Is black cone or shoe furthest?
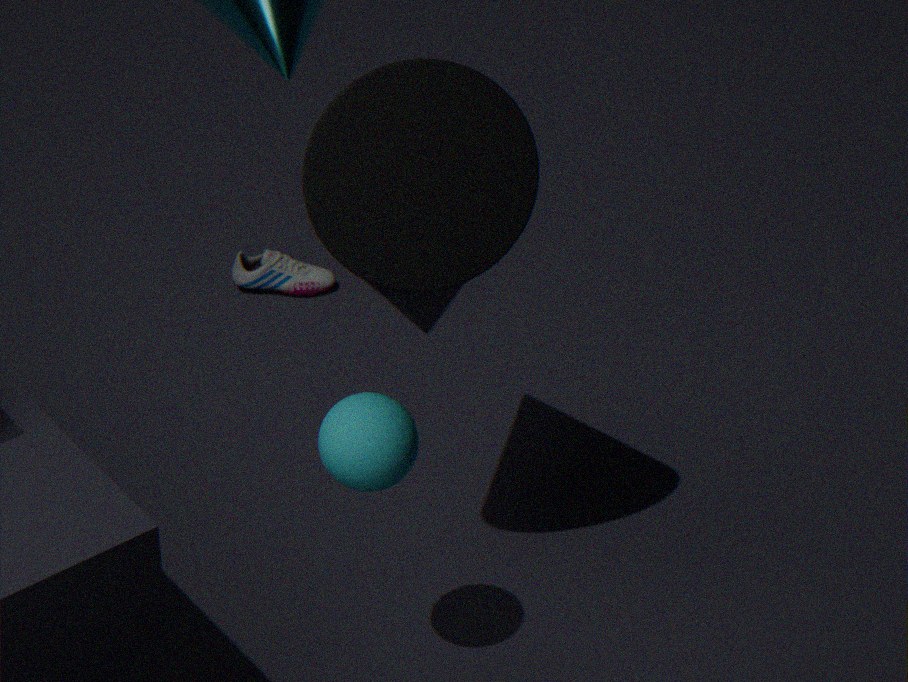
shoe
